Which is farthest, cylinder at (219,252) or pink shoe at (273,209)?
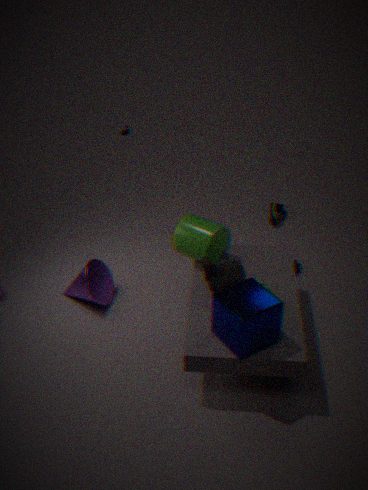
pink shoe at (273,209)
